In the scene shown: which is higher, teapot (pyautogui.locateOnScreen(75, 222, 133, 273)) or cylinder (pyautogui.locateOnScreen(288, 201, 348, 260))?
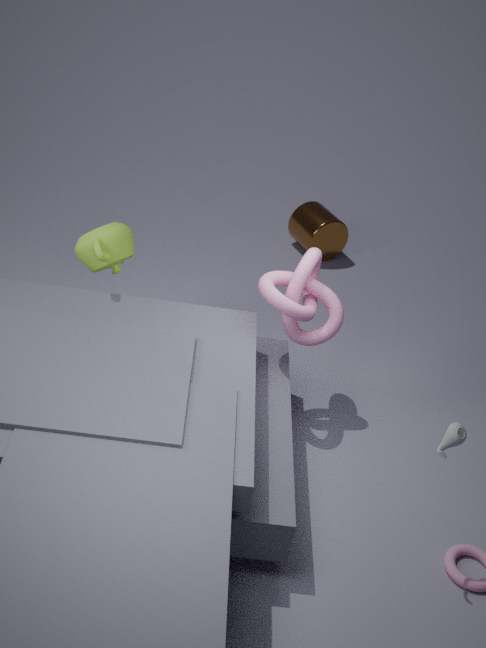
teapot (pyautogui.locateOnScreen(75, 222, 133, 273))
